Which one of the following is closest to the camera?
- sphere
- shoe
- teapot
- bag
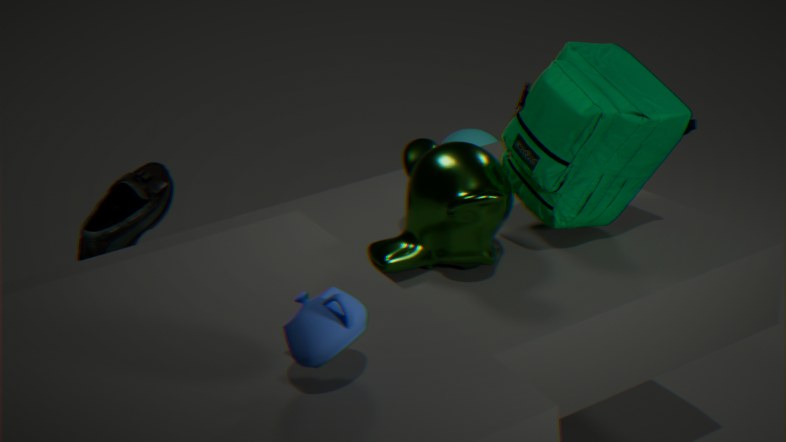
teapot
